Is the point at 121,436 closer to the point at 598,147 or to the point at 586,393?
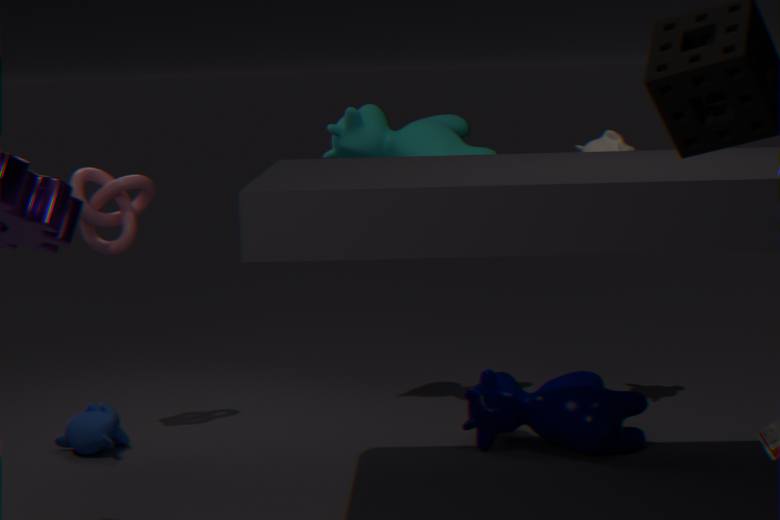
the point at 586,393
